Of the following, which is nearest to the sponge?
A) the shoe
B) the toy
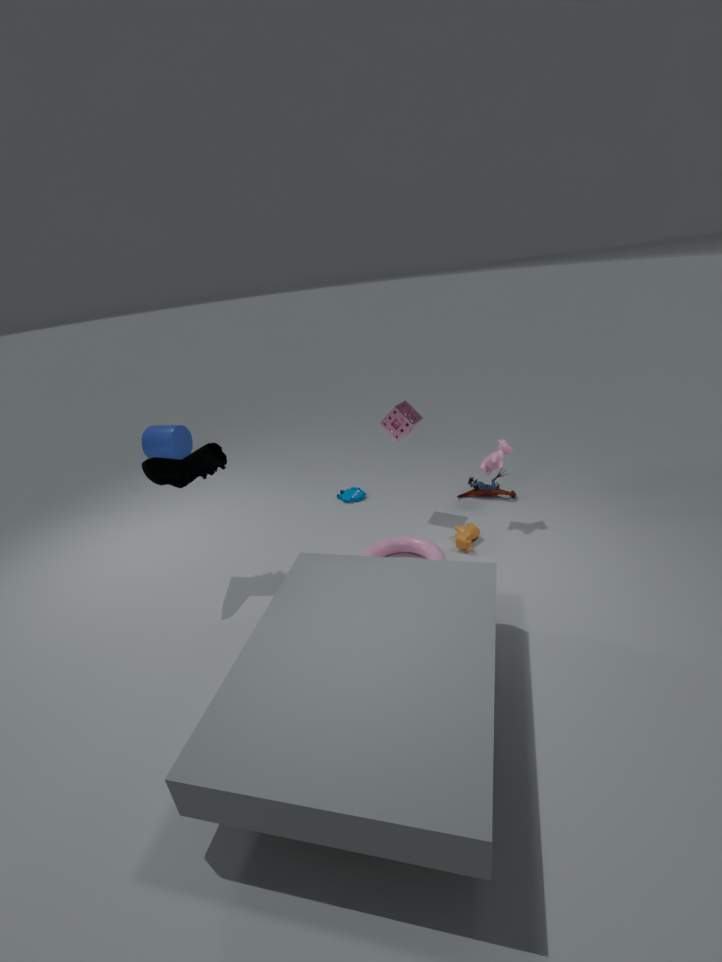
the toy
